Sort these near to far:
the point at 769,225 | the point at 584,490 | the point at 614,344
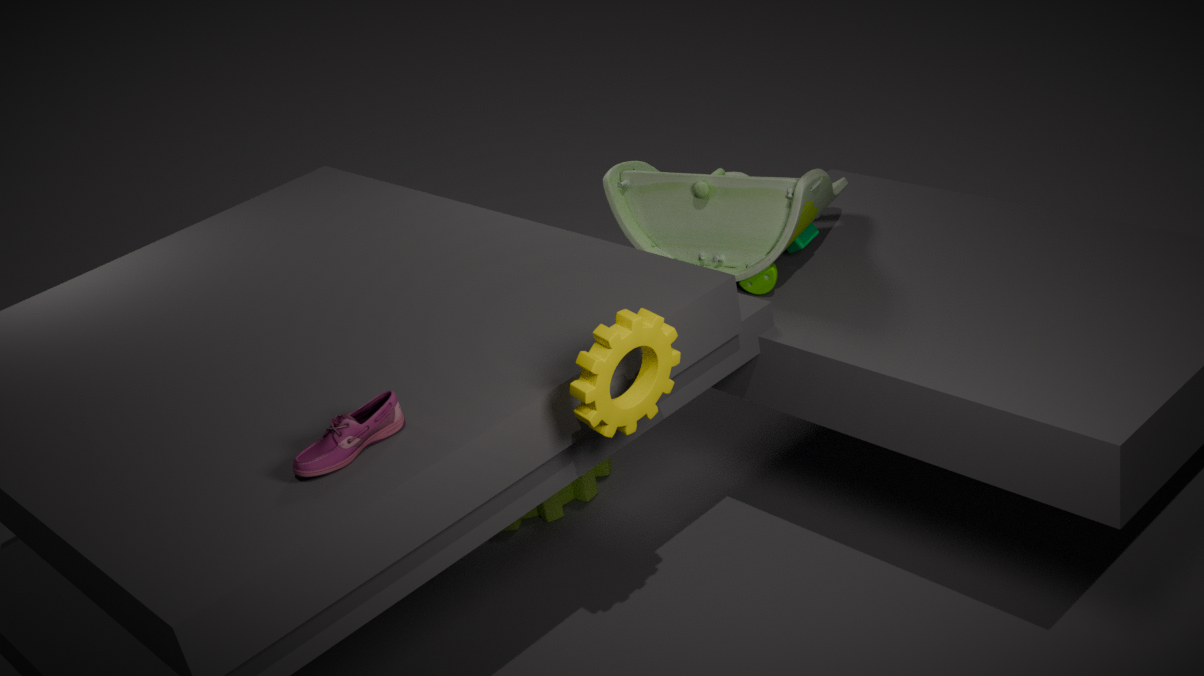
the point at 614,344 < the point at 769,225 < the point at 584,490
